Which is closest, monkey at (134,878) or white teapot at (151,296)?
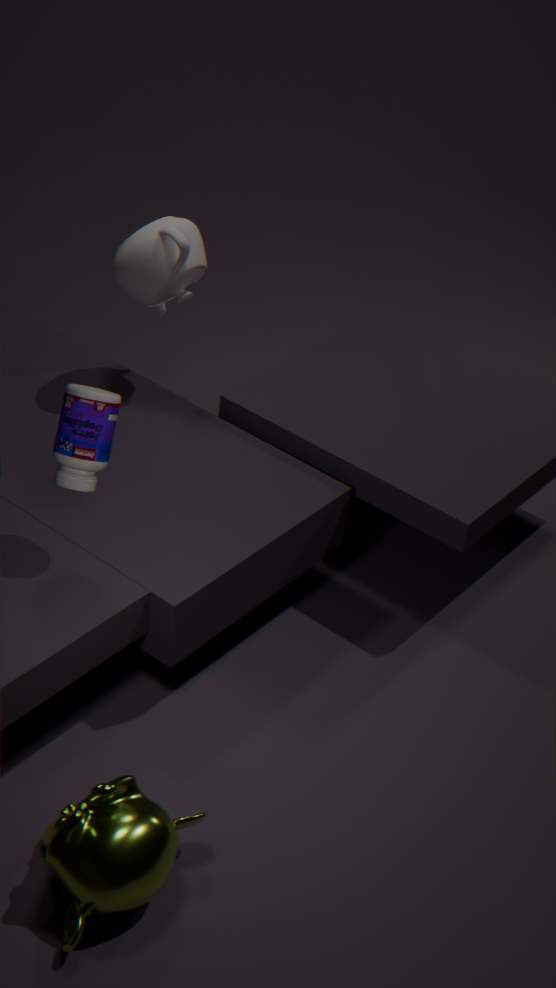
monkey at (134,878)
